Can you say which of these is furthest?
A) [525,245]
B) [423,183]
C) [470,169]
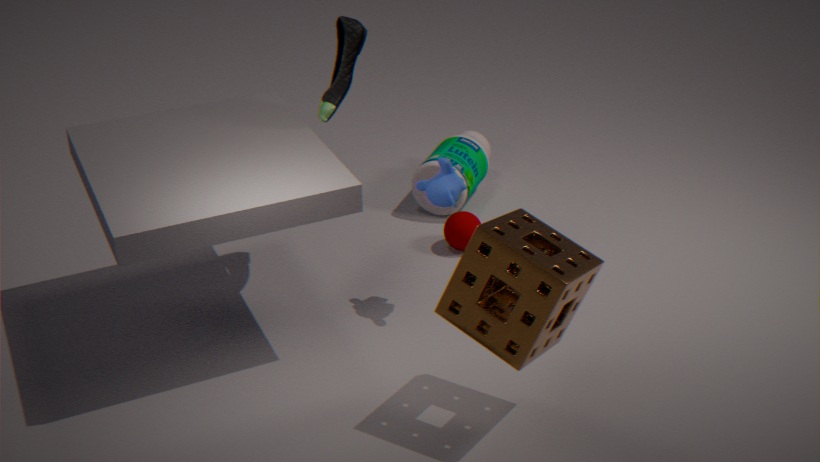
[470,169]
